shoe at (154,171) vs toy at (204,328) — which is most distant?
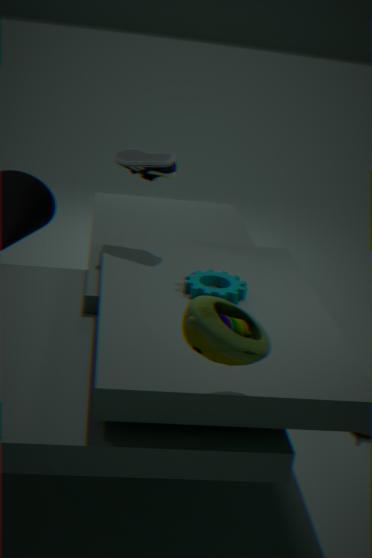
shoe at (154,171)
